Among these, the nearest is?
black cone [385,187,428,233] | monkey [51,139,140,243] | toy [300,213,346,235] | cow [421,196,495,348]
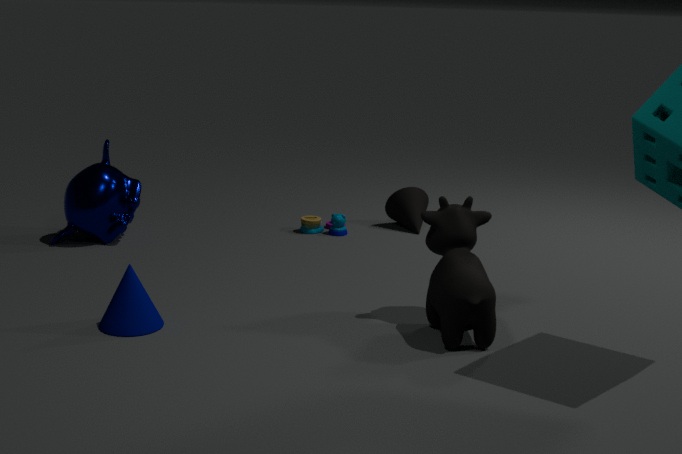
cow [421,196,495,348]
